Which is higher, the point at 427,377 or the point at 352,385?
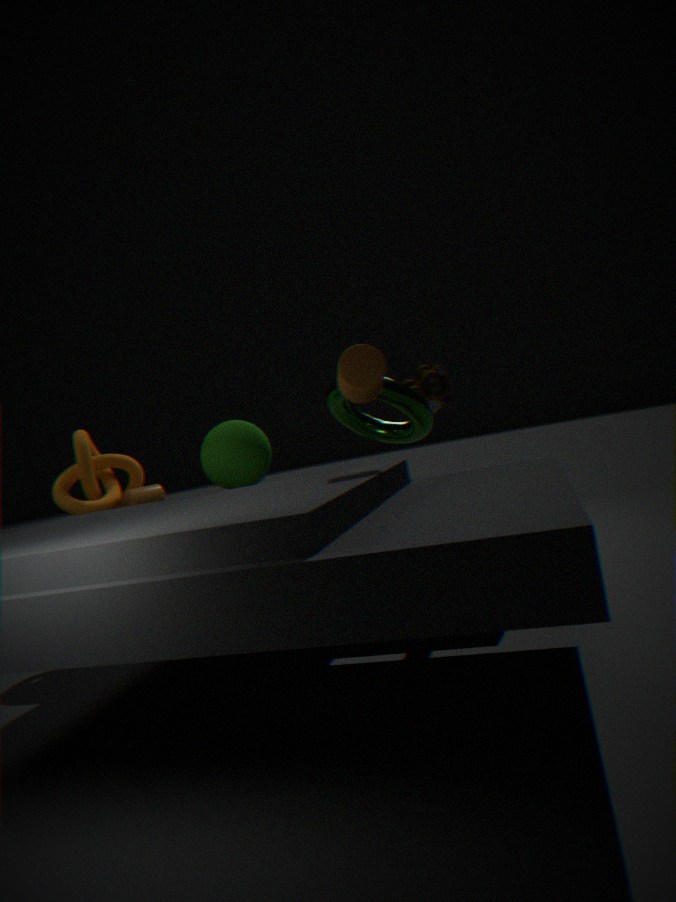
the point at 352,385
